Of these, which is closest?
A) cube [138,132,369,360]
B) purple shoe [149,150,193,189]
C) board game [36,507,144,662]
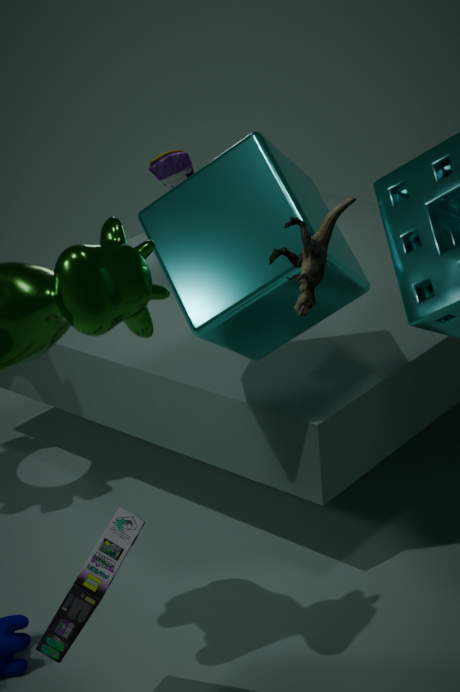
board game [36,507,144,662]
